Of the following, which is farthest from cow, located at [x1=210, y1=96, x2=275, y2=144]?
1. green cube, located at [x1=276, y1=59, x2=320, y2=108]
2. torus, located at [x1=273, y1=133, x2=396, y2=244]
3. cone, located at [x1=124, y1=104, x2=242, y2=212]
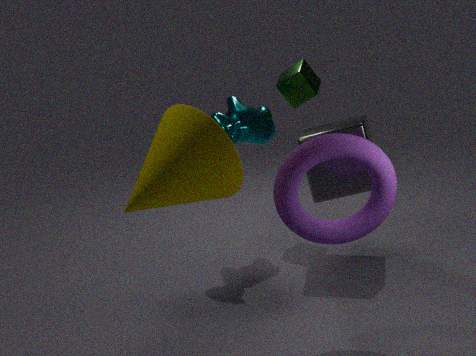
cone, located at [x1=124, y1=104, x2=242, y2=212]
